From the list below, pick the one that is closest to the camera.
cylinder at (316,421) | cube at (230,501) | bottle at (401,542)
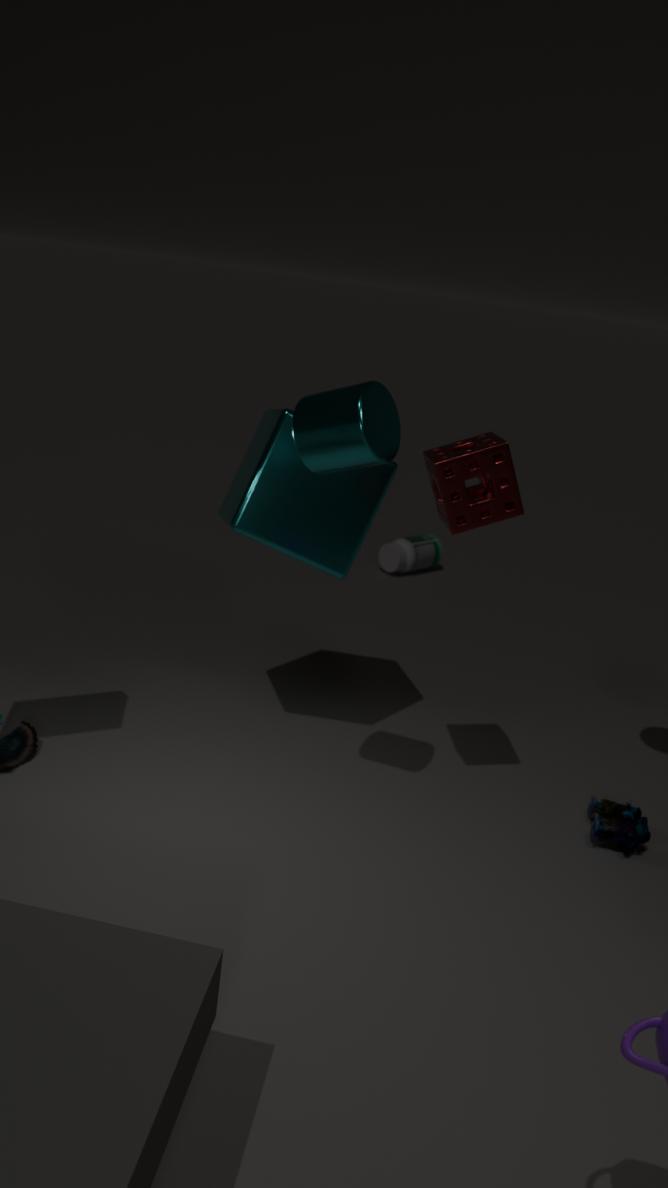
cylinder at (316,421)
